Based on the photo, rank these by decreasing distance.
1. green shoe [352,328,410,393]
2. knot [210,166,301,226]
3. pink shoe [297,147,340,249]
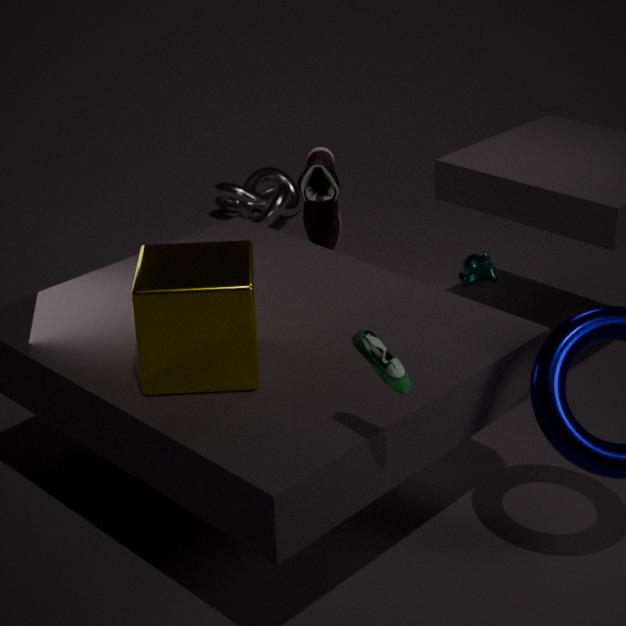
knot [210,166,301,226] → pink shoe [297,147,340,249] → green shoe [352,328,410,393]
